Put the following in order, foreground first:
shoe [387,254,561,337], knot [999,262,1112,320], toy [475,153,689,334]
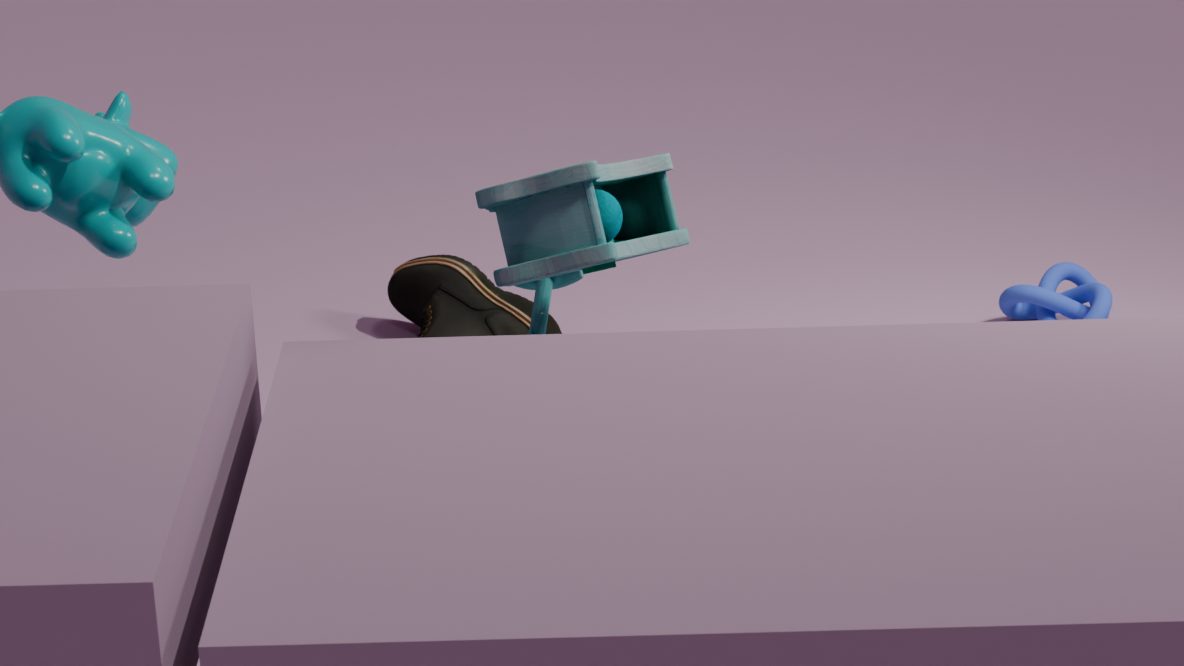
toy [475,153,689,334]
shoe [387,254,561,337]
knot [999,262,1112,320]
